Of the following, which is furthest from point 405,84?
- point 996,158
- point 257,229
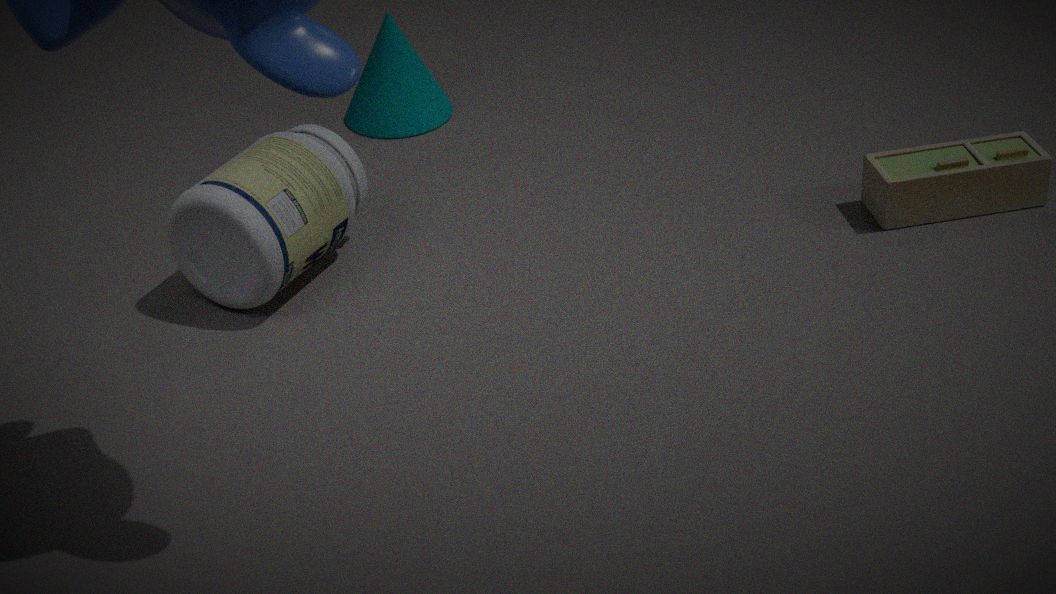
point 996,158
